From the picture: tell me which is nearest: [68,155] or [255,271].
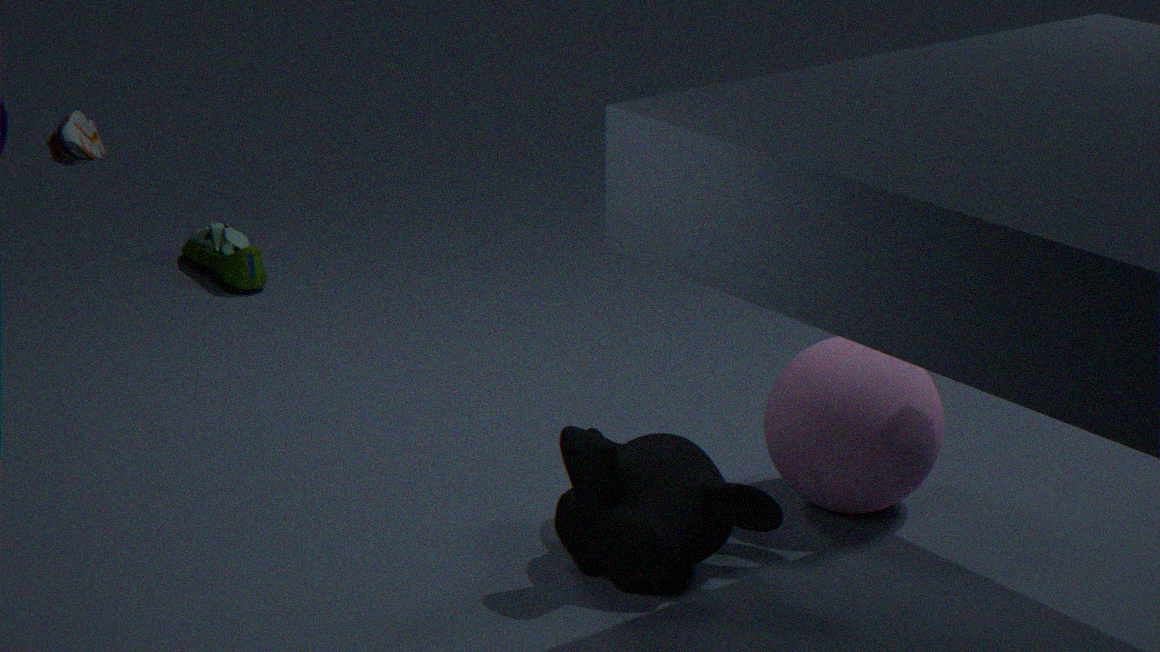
[68,155]
